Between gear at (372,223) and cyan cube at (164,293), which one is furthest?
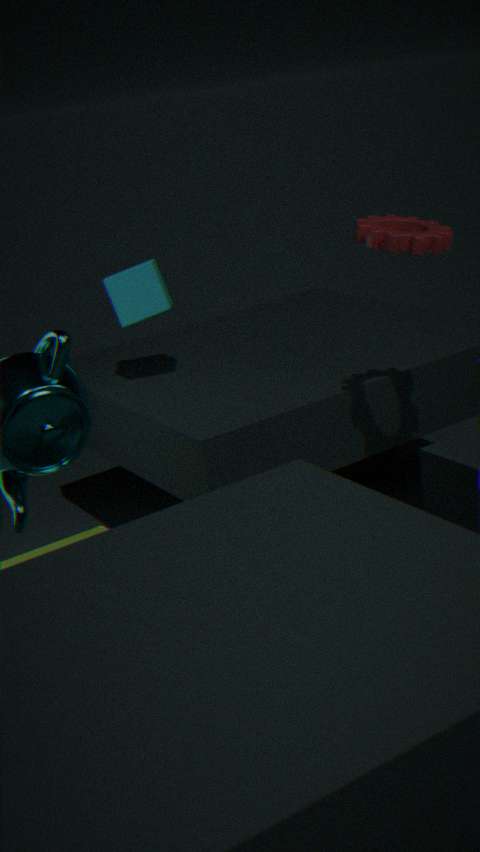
cyan cube at (164,293)
